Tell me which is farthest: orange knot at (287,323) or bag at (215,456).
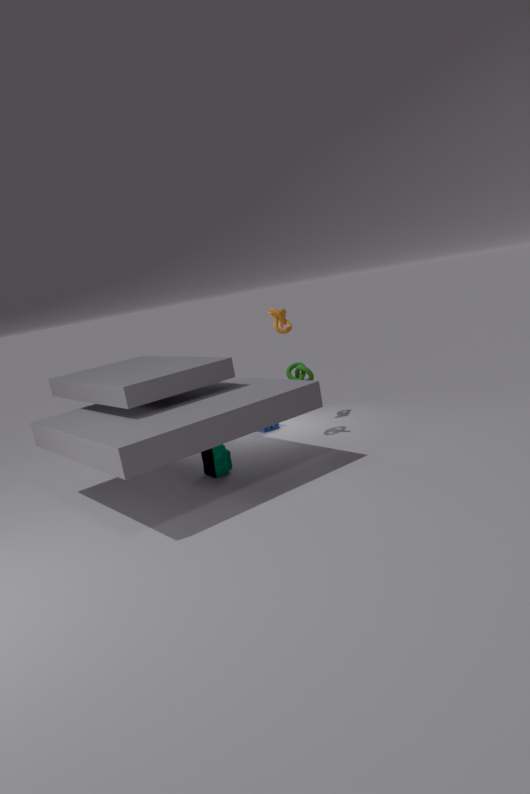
orange knot at (287,323)
